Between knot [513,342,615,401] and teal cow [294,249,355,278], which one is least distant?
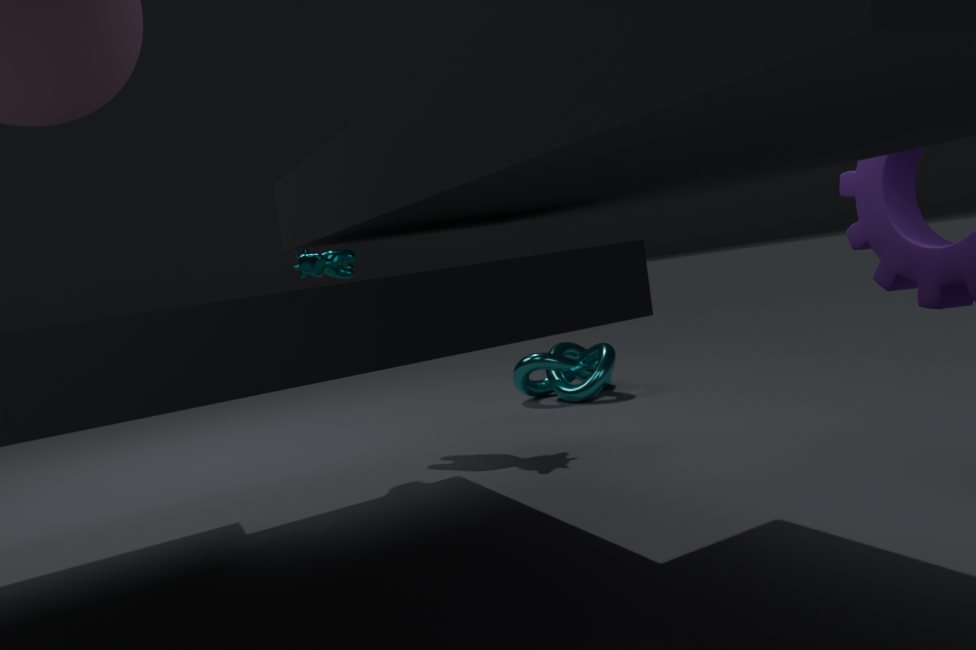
teal cow [294,249,355,278]
